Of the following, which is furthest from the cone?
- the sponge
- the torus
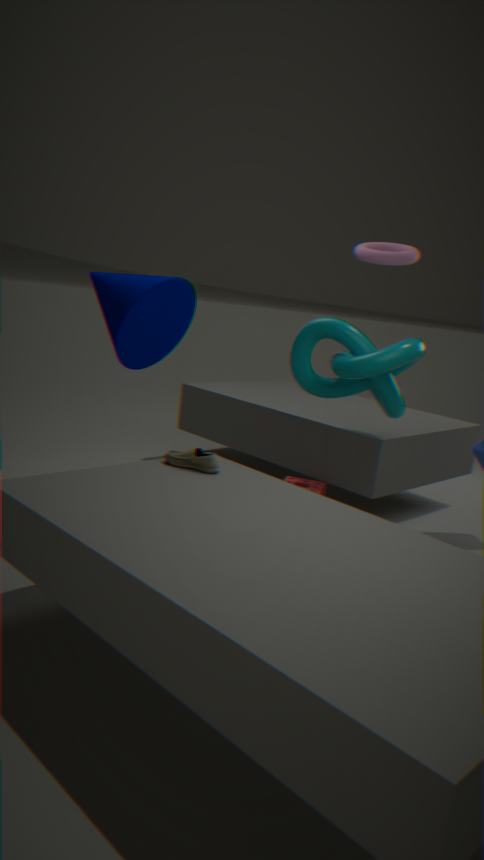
the sponge
